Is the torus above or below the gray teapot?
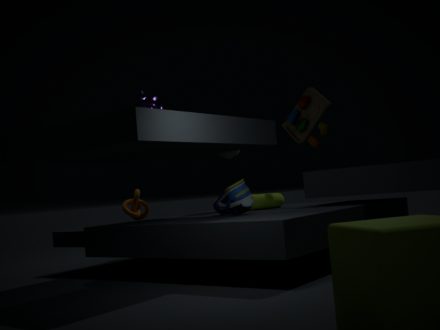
below
